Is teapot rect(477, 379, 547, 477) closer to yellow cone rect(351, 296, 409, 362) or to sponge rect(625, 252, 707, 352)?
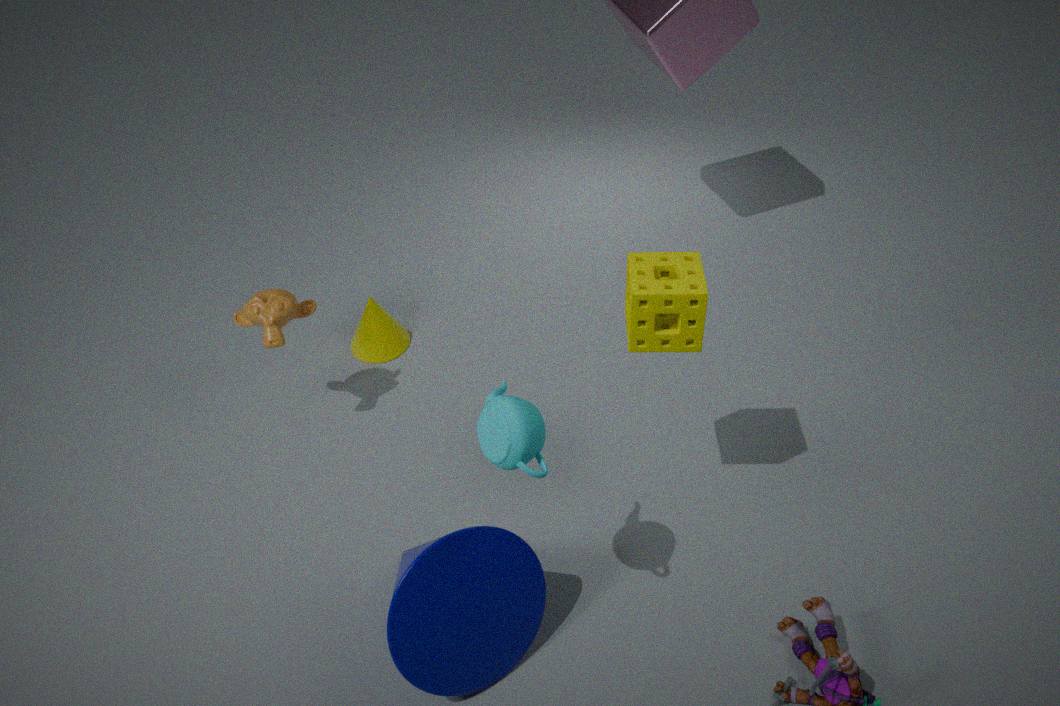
sponge rect(625, 252, 707, 352)
